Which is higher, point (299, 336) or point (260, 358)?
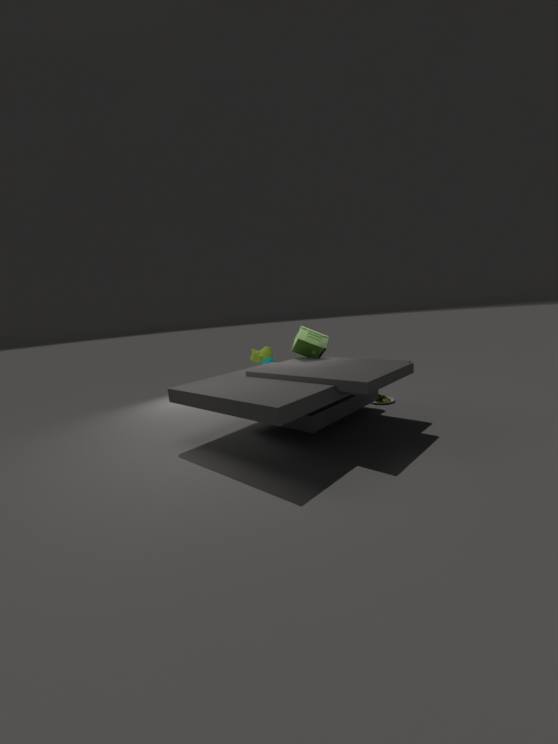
point (299, 336)
